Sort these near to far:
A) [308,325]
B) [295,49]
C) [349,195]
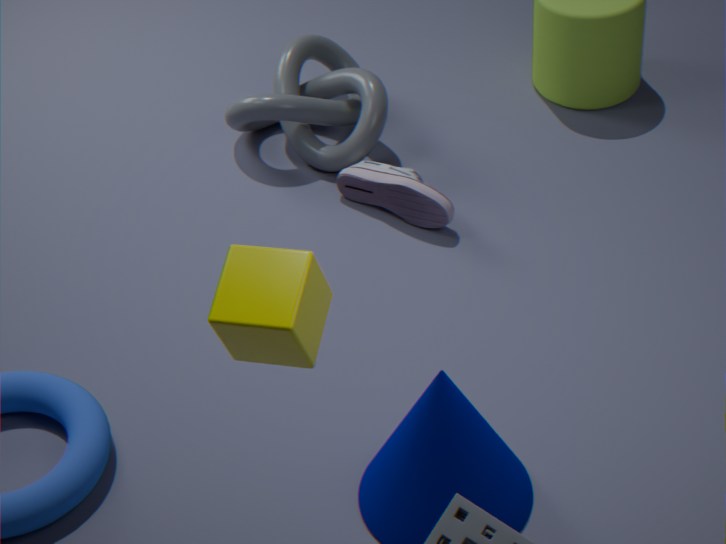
[308,325] → [349,195] → [295,49]
